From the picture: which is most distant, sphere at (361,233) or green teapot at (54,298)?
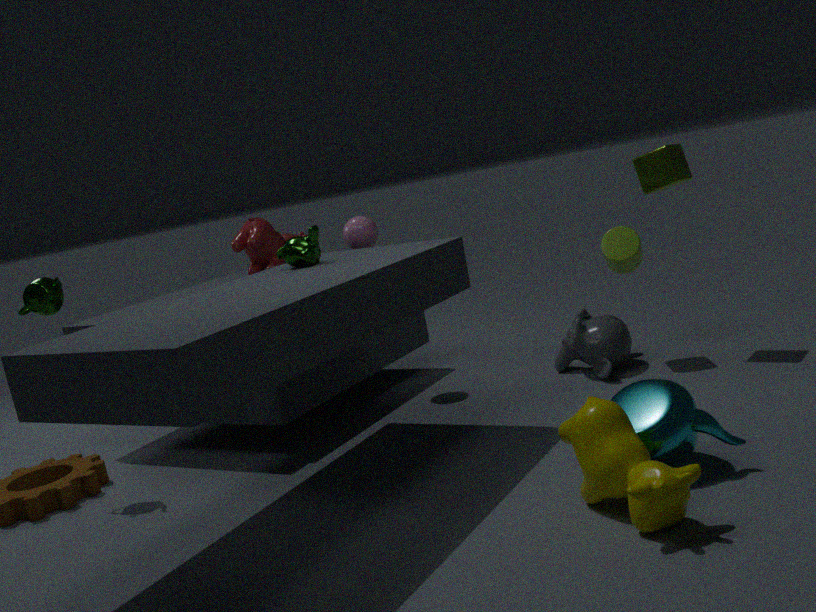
sphere at (361,233)
